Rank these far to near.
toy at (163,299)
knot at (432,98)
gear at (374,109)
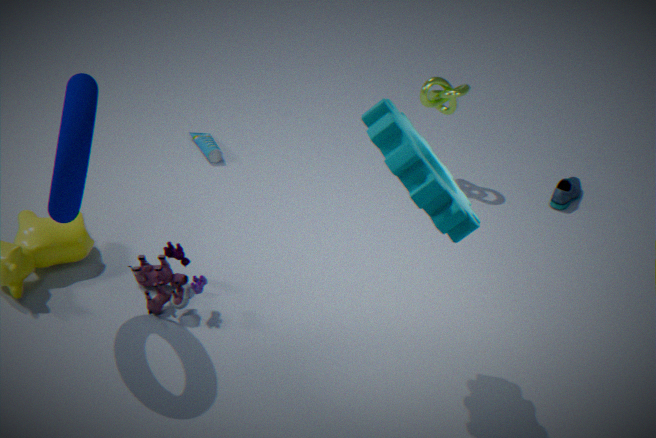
knot at (432,98) < toy at (163,299) < gear at (374,109)
